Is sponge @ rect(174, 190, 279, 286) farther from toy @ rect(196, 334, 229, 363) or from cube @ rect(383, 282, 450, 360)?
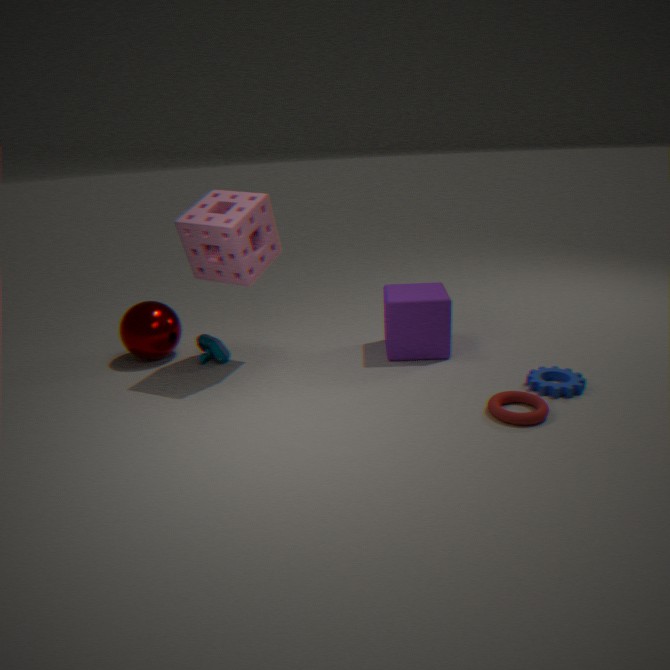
cube @ rect(383, 282, 450, 360)
